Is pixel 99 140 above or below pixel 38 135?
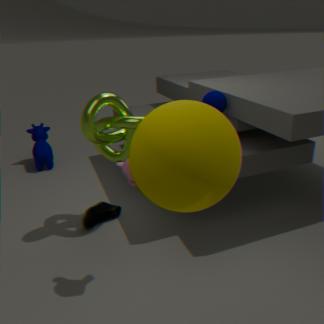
above
